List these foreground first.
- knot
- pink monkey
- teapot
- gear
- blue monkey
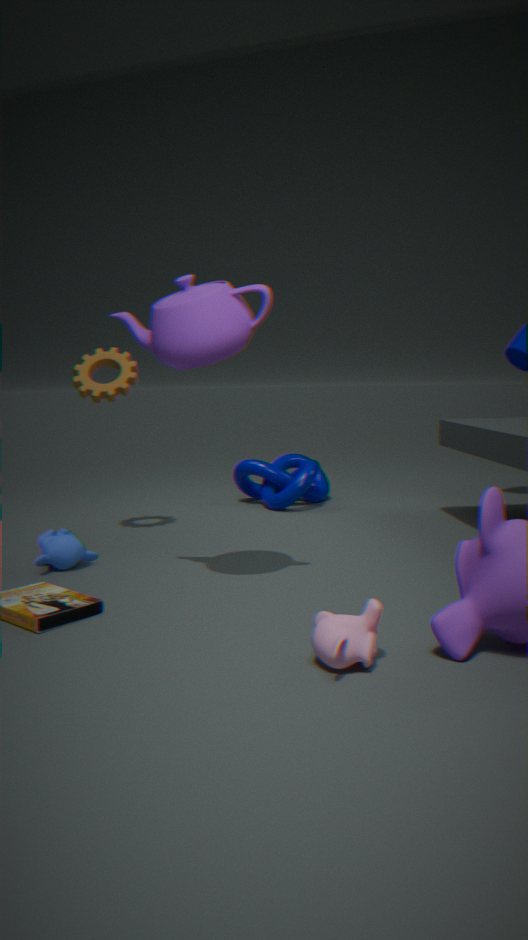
pink monkey
teapot
blue monkey
gear
knot
